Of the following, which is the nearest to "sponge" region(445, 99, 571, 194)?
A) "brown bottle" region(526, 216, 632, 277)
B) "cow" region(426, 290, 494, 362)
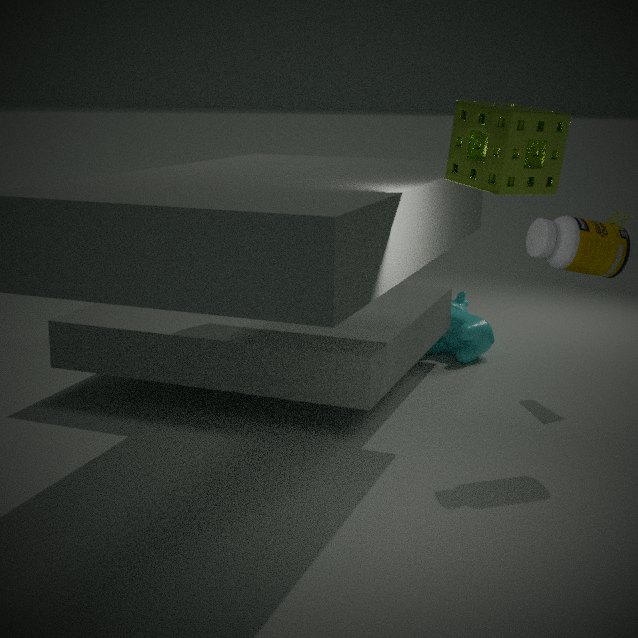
"brown bottle" region(526, 216, 632, 277)
